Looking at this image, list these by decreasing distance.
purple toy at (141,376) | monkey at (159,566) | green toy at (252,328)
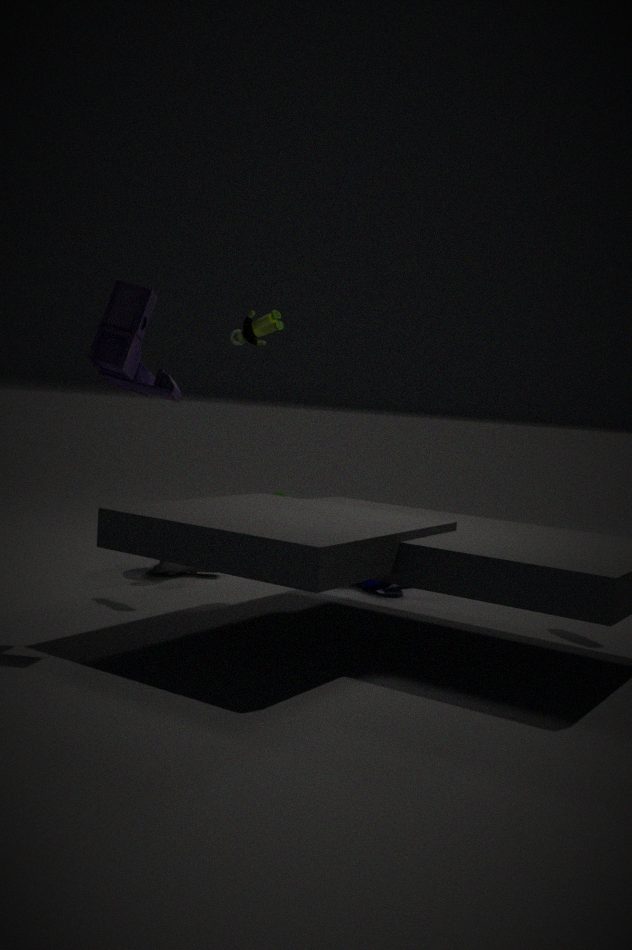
monkey at (159,566)
green toy at (252,328)
purple toy at (141,376)
